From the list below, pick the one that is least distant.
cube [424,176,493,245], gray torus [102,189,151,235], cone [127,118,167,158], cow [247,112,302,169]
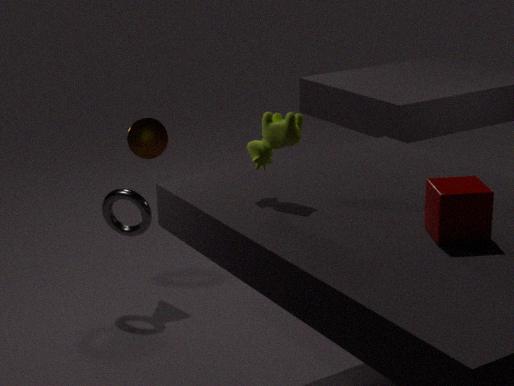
cube [424,176,493,245]
